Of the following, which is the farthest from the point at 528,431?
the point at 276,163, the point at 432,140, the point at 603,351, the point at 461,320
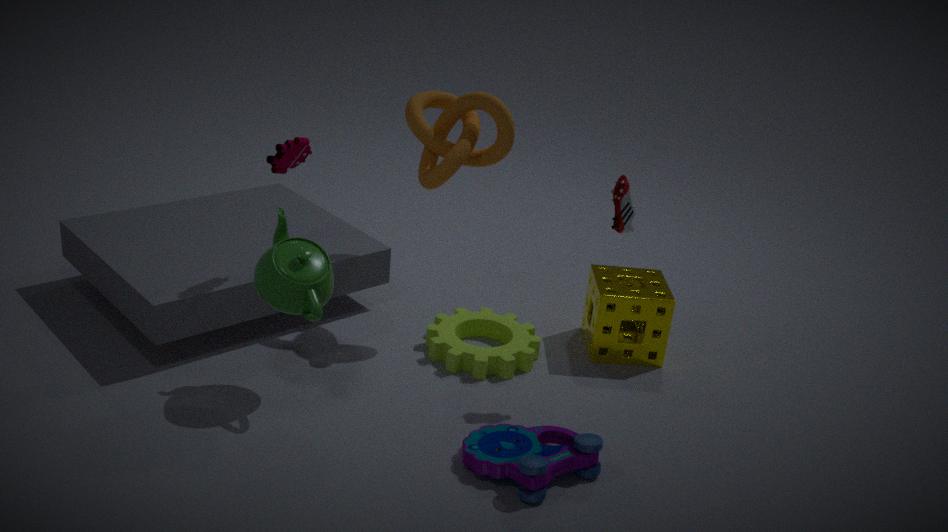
the point at 276,163
